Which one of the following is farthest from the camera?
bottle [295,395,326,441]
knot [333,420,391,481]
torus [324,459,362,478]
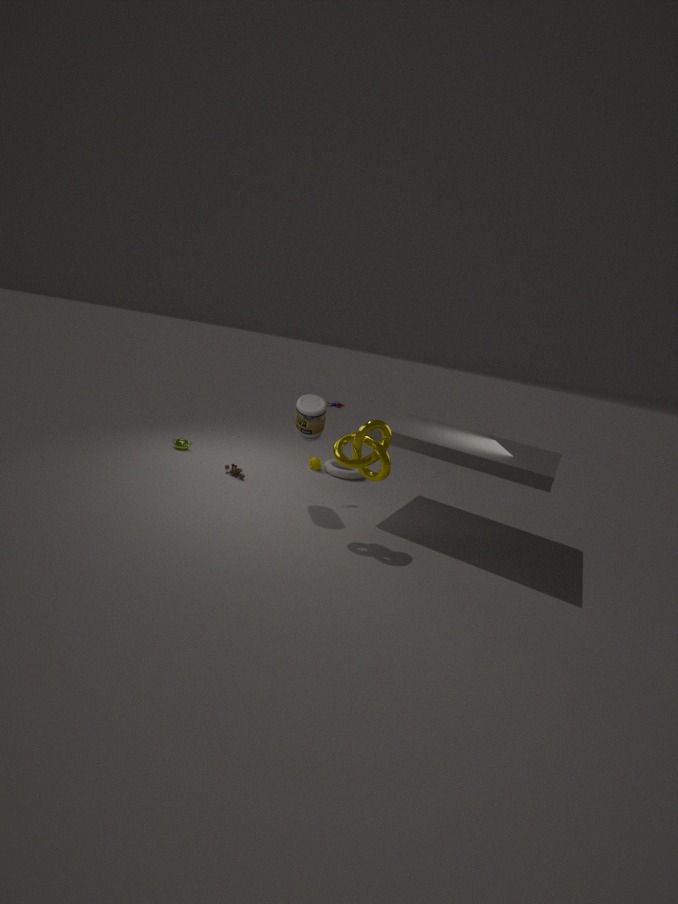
torus [324,459,362,478]
